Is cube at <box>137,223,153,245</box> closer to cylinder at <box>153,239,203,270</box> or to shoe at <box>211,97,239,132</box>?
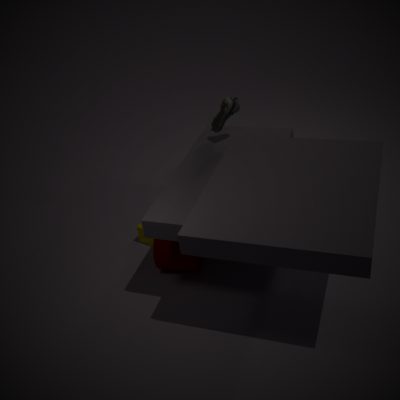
cylinder at <box>153,239,203,270</box>
